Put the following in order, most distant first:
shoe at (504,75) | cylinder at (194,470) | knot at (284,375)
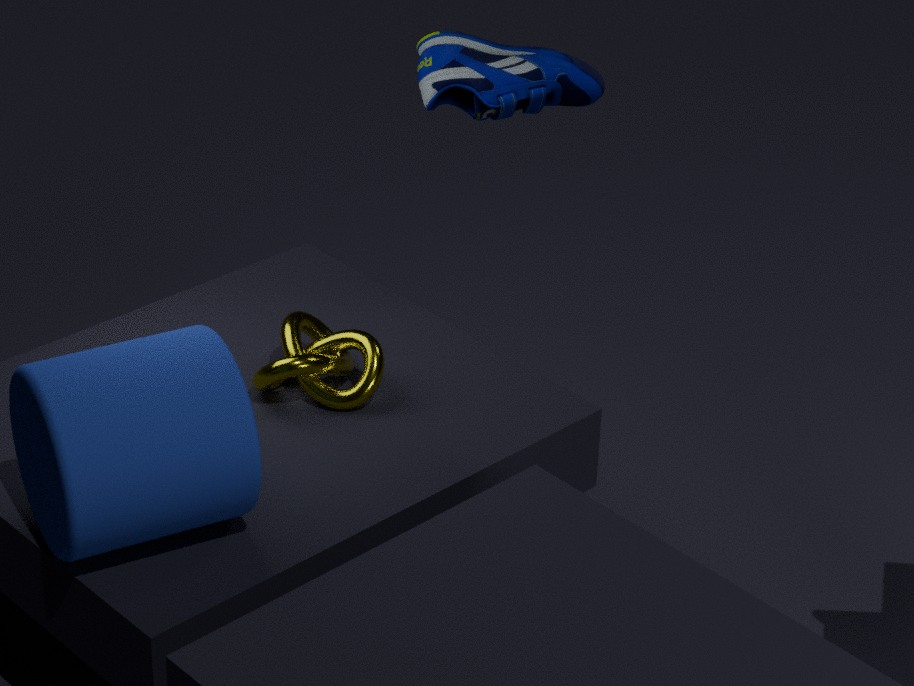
shoe at (504,75) → knot at (284,375) → cylinder at (194,470)
